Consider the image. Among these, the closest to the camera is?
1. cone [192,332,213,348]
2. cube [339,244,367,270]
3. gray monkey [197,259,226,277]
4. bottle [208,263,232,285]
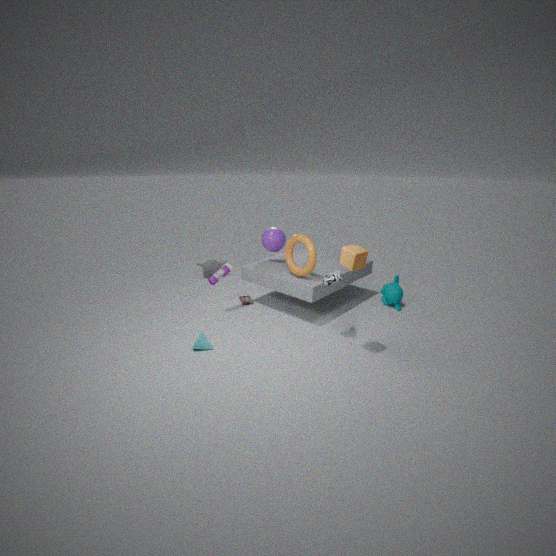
cube [339,244,367,270]
